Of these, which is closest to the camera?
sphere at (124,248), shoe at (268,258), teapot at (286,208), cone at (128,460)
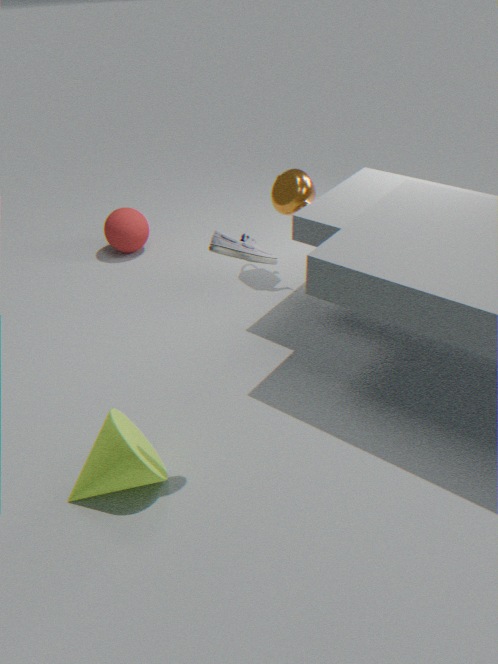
shoe at (268,258)
